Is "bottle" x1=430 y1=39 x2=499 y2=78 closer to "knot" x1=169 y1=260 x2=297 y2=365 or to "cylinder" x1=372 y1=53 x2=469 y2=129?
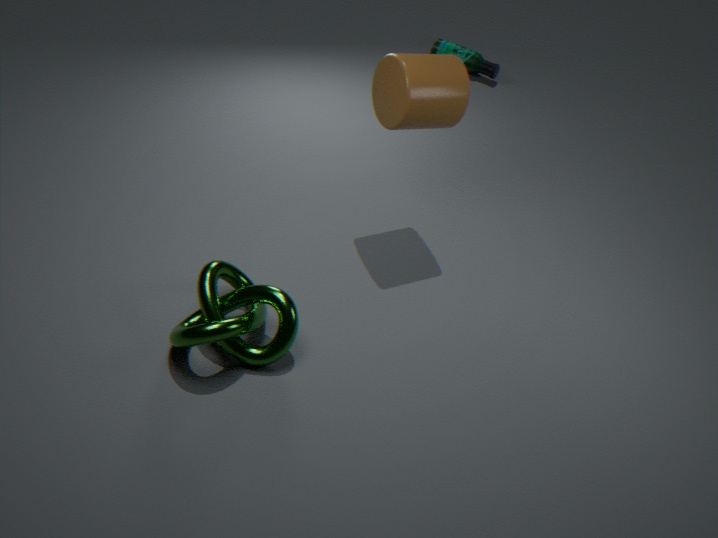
"cylinder" x1=372 y1=53 x2=469 y2=129
